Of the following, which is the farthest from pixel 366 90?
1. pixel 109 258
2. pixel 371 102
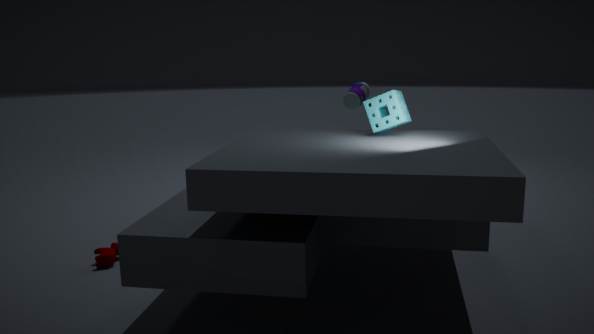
pixel 109 258
